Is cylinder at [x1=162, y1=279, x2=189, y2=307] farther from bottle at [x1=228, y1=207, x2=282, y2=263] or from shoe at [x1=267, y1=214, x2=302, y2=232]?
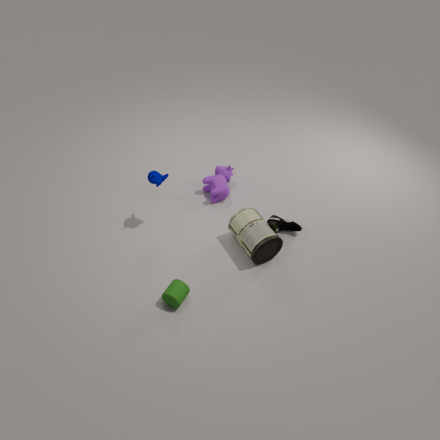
shoe at [x1=267, y1=214, x2=302, y2=232]
